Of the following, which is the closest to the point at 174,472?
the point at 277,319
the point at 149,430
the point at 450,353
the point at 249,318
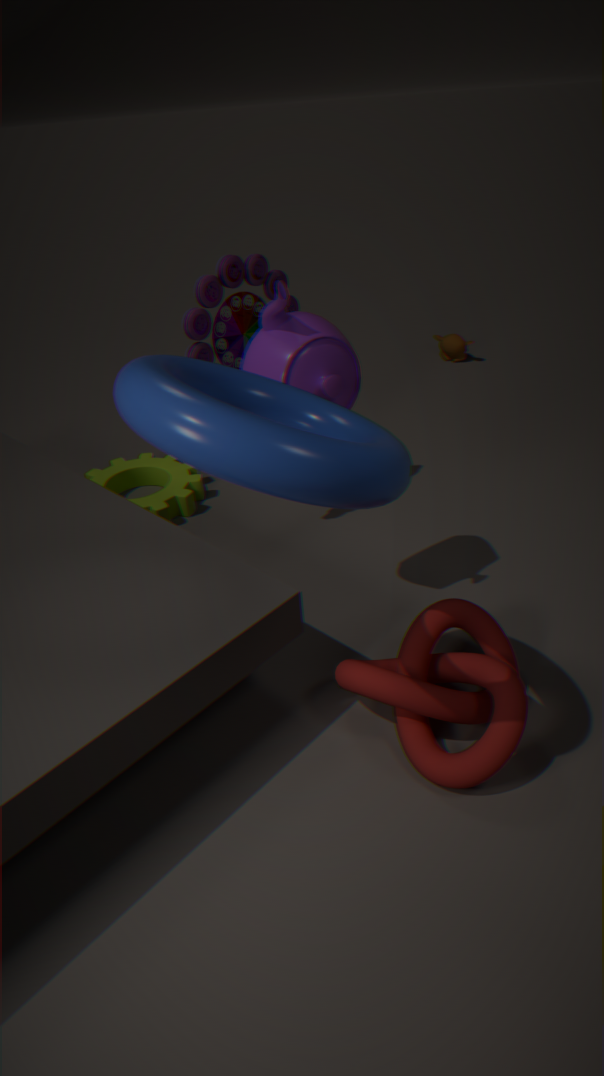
the point at 249,318
